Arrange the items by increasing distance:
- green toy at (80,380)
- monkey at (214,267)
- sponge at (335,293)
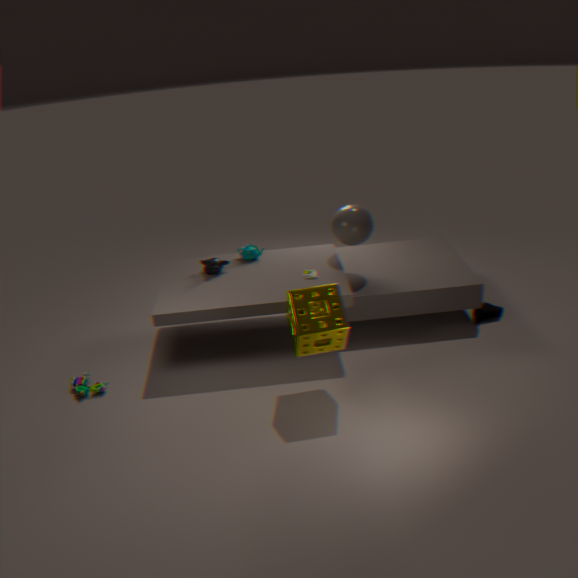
1. sponge at (335,293)
2. green toy at (80,380)
3. monkey at (214,267)
